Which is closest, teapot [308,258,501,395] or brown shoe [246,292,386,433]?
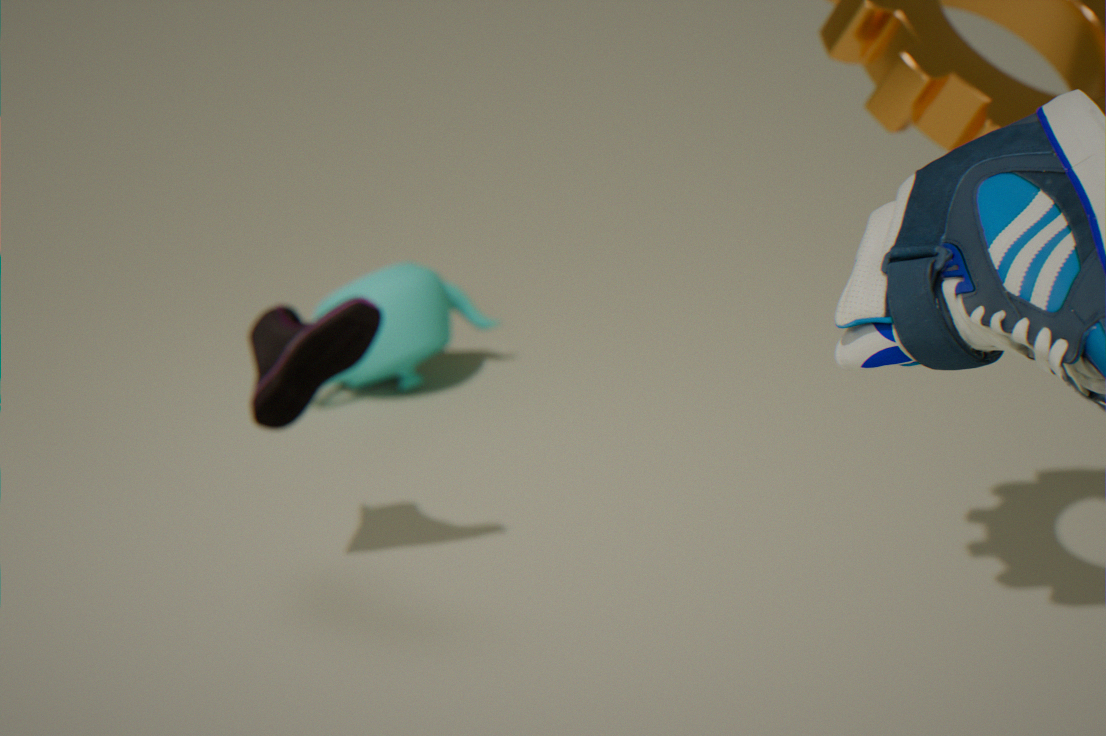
brown shoe [246,292,386,433]
